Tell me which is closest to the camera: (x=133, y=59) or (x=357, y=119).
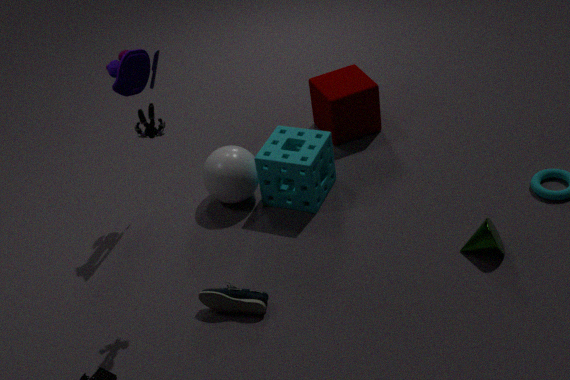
(x=133, y=59)
